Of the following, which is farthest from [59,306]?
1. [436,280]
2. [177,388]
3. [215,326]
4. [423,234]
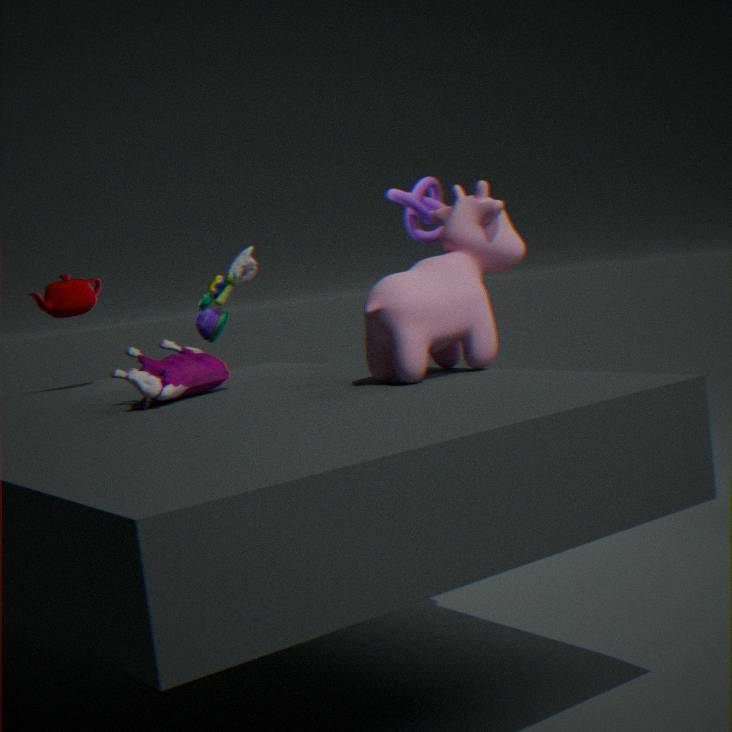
[436,280]
